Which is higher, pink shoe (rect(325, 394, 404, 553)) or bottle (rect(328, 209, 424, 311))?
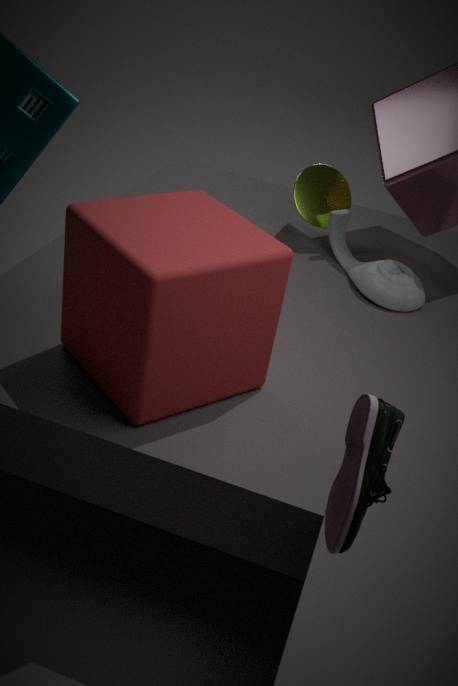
pink shoe (rect(325, 394, 404, 553))
